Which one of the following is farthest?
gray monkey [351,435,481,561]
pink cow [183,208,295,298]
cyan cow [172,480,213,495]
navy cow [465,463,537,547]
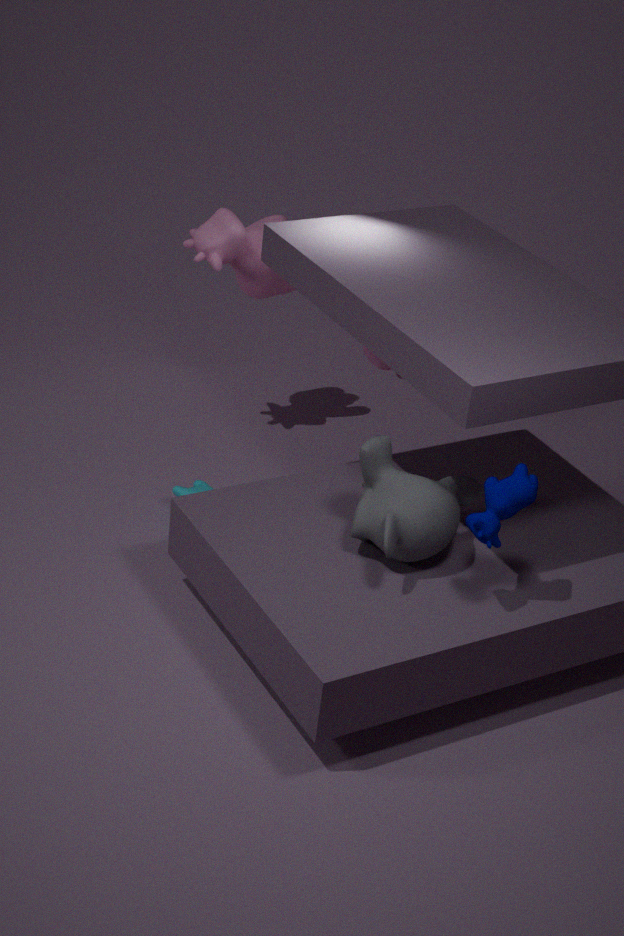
pink cow [183,208,295,298]
